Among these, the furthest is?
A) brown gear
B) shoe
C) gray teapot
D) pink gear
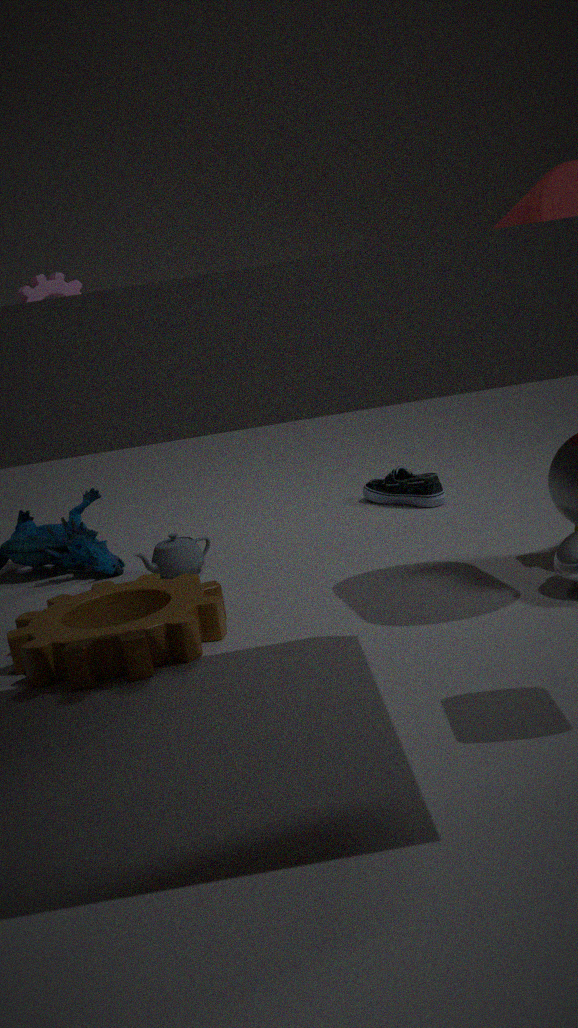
shoe
